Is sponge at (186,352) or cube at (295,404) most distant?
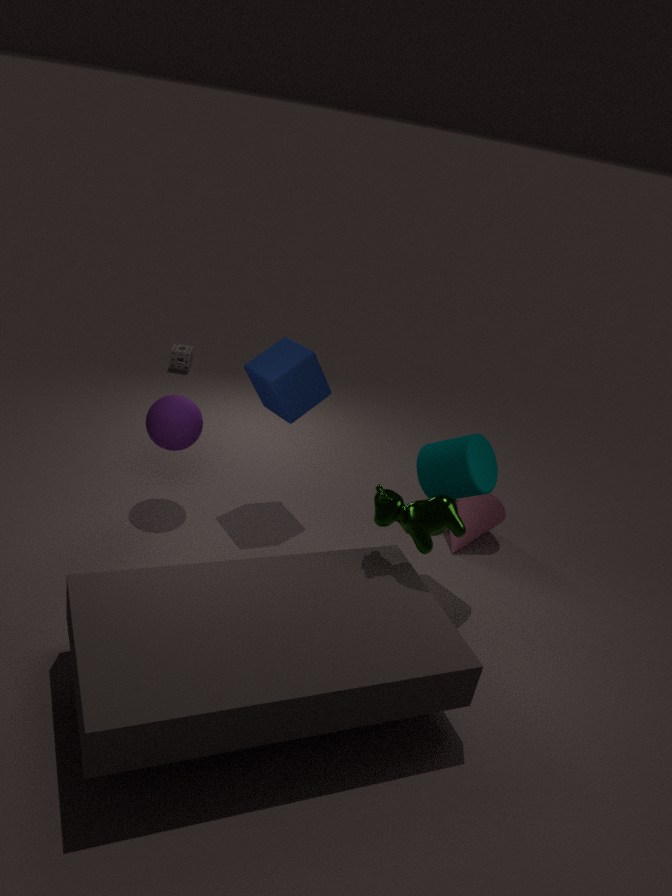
sponge at (186,352)
